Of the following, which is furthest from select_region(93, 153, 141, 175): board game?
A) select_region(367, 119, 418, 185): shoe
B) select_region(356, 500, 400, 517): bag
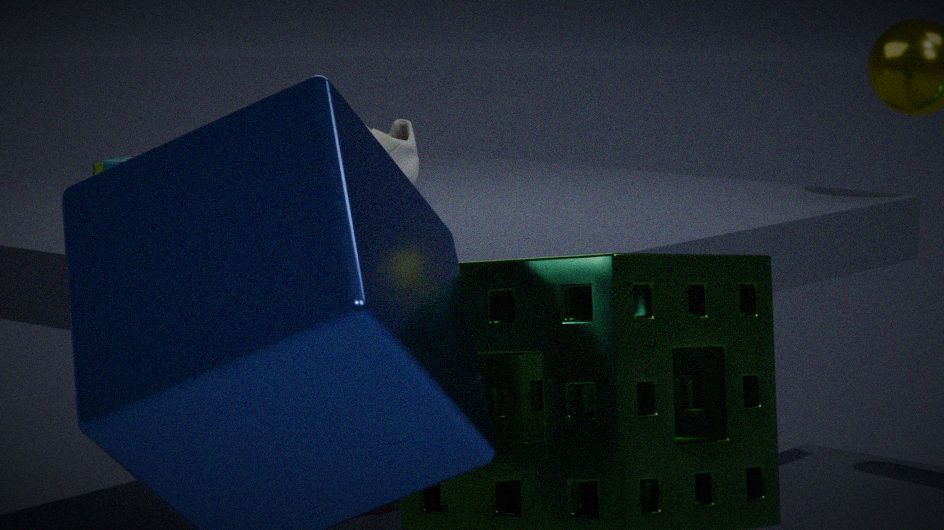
select_region(356, 500, 400, 517): bag
